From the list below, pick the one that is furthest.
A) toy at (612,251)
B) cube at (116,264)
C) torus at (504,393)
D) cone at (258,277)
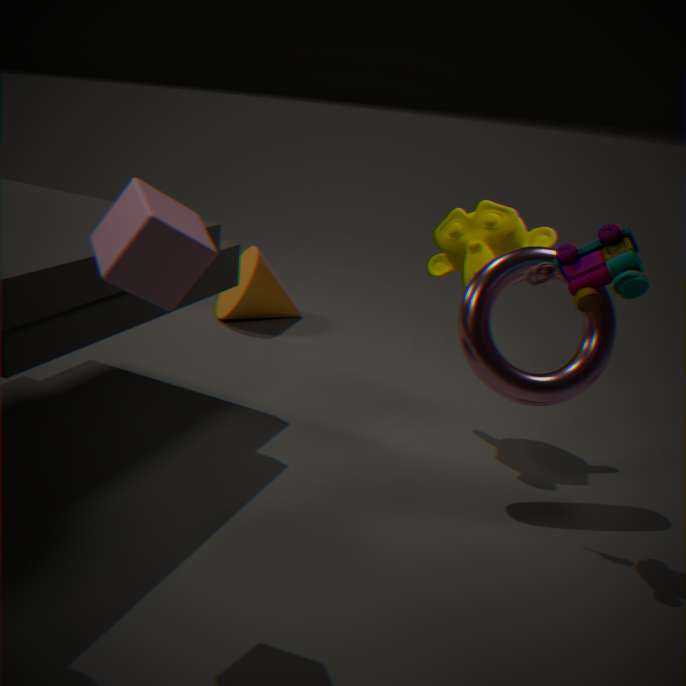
cone at (258,277)
